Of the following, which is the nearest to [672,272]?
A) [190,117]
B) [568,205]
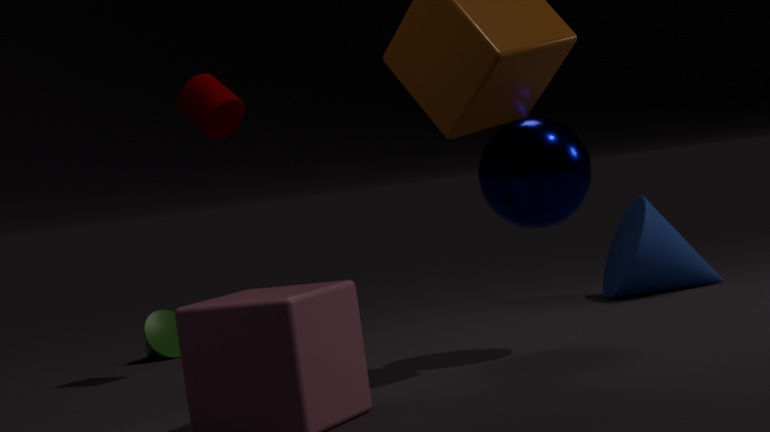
[568,205]
